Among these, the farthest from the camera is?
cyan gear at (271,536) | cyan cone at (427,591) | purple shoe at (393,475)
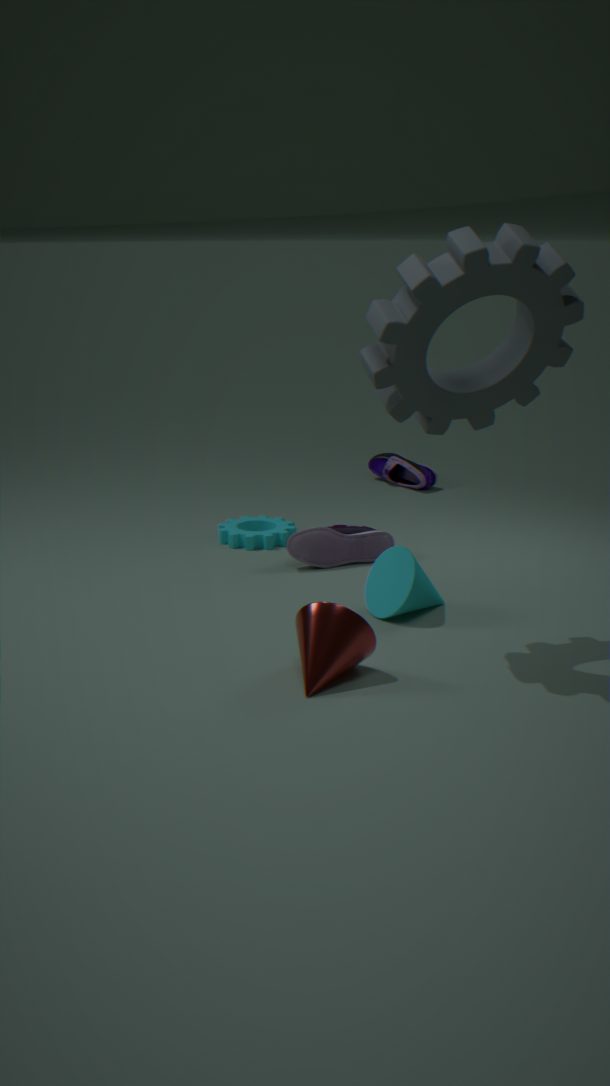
purple shoe at (393,475)
